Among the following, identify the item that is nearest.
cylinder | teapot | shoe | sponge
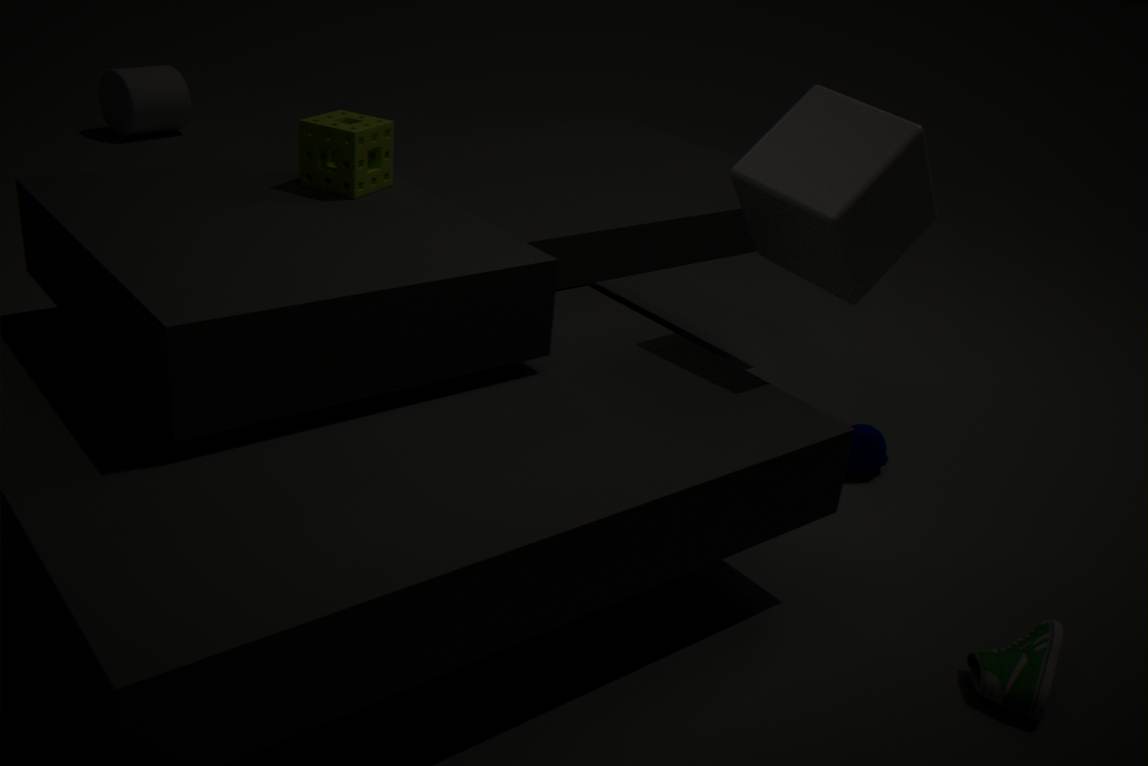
shoe
